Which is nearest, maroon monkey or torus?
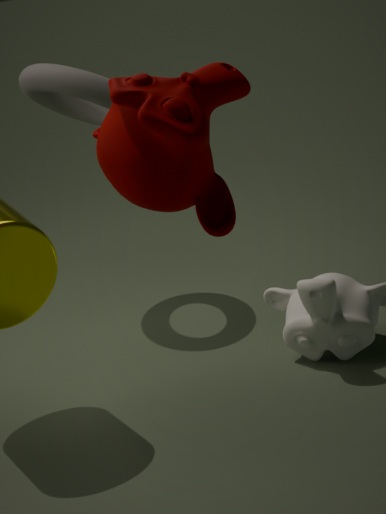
maroon monkey
